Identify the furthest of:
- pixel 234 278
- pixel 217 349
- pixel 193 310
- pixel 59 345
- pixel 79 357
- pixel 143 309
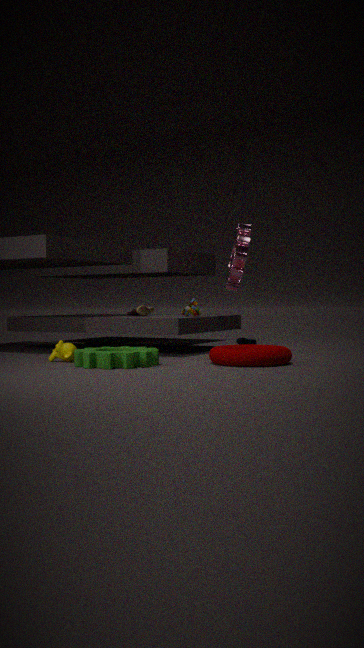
pixel 143 309
